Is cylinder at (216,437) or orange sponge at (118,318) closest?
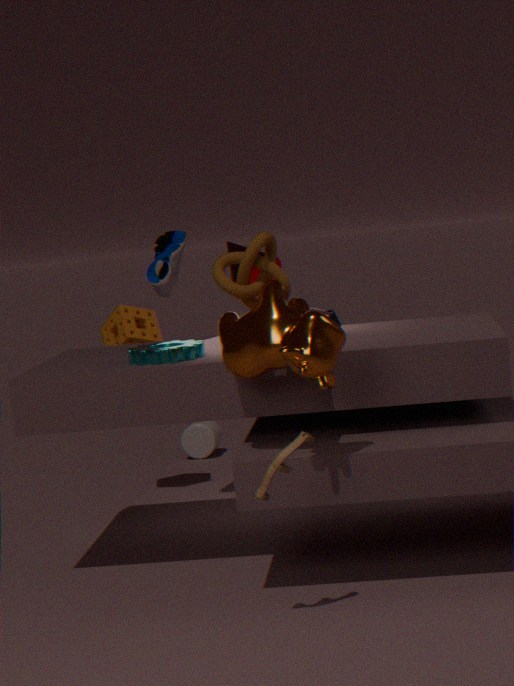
orange sponge at (118,318)
